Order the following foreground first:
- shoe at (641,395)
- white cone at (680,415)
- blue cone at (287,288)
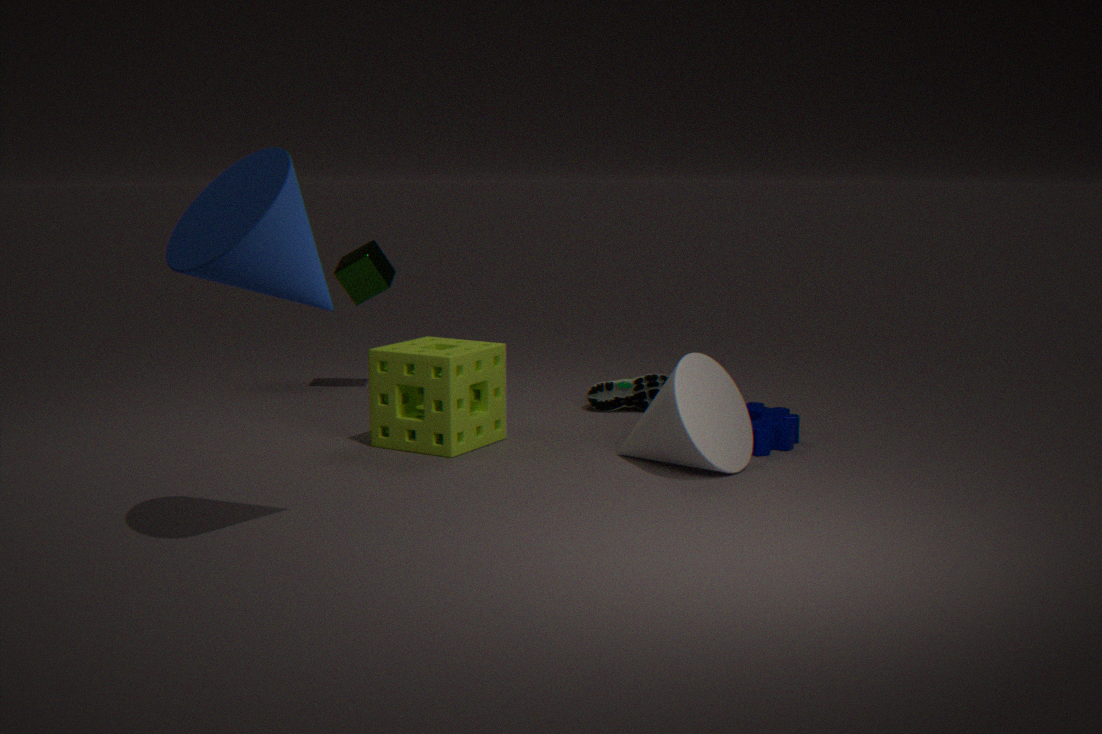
1. blue cone at (287,288)
2. white cone at (680,415)
3. shoe at (641,395)
